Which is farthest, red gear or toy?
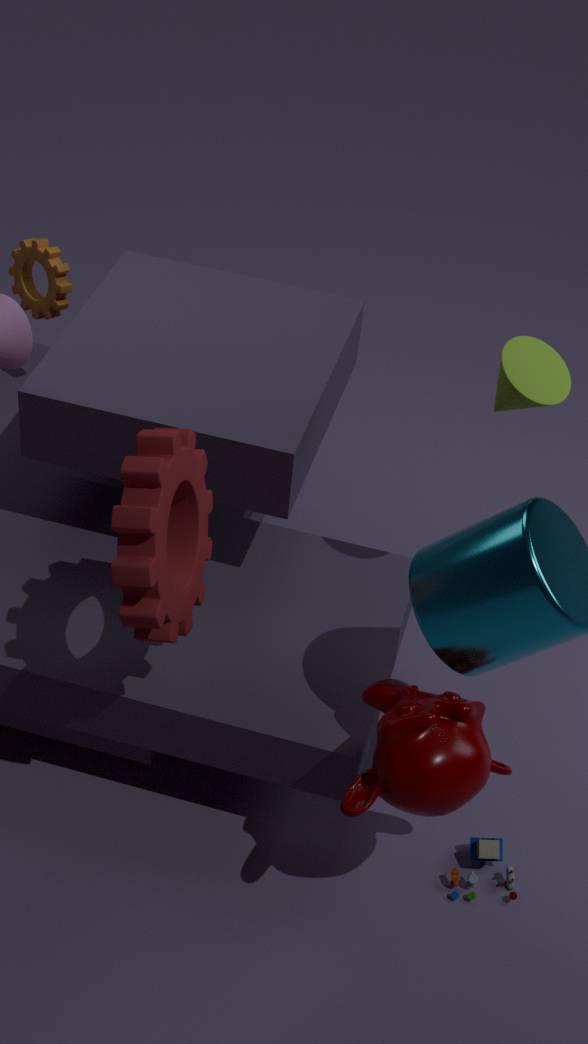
toy
